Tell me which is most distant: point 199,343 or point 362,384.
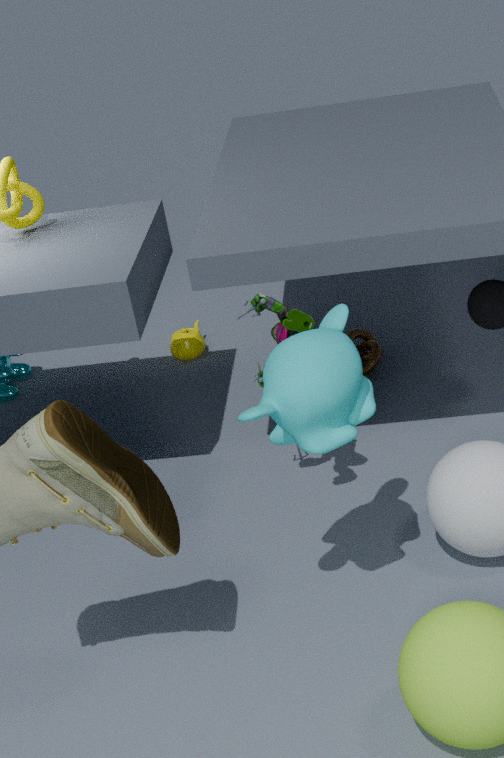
point 199,343
